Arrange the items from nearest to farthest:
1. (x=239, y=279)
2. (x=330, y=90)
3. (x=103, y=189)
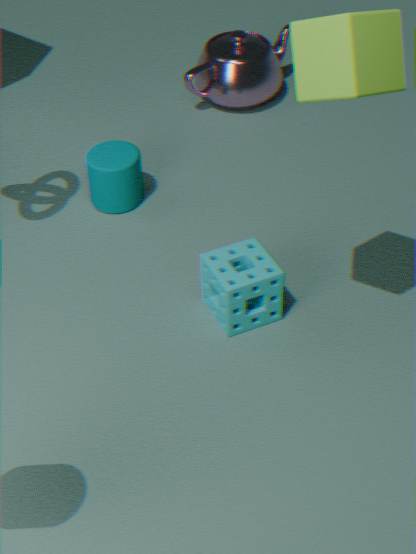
1. (x=330, y=90)
2. (x=239, y=279)
3. (x=103, y=189)
